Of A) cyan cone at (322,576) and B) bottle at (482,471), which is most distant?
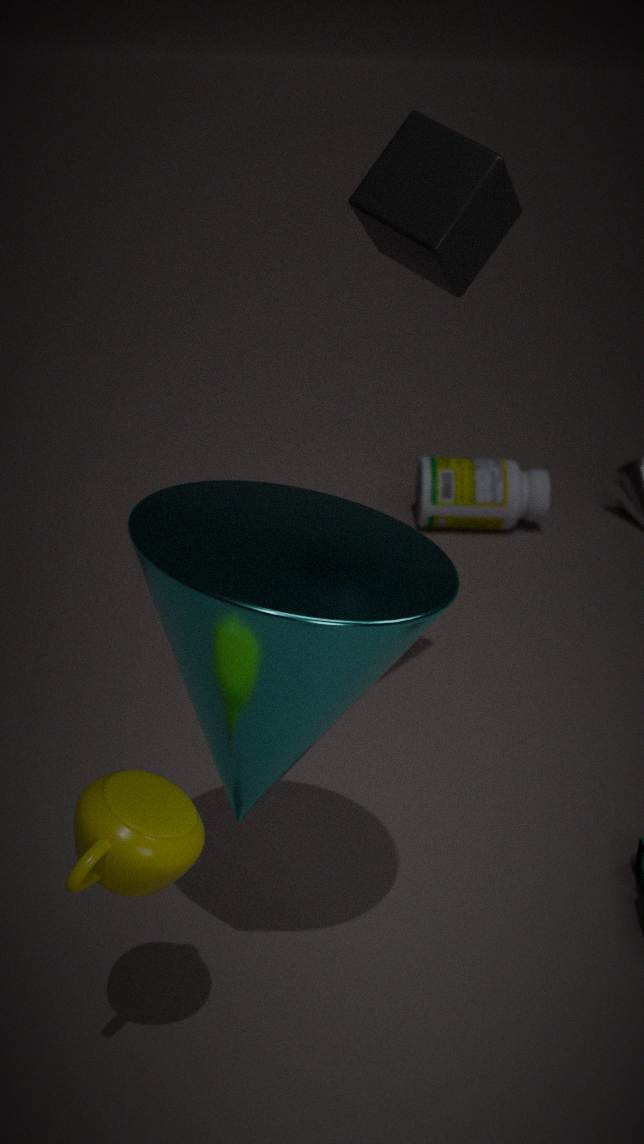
B. bottle at (482,471)
